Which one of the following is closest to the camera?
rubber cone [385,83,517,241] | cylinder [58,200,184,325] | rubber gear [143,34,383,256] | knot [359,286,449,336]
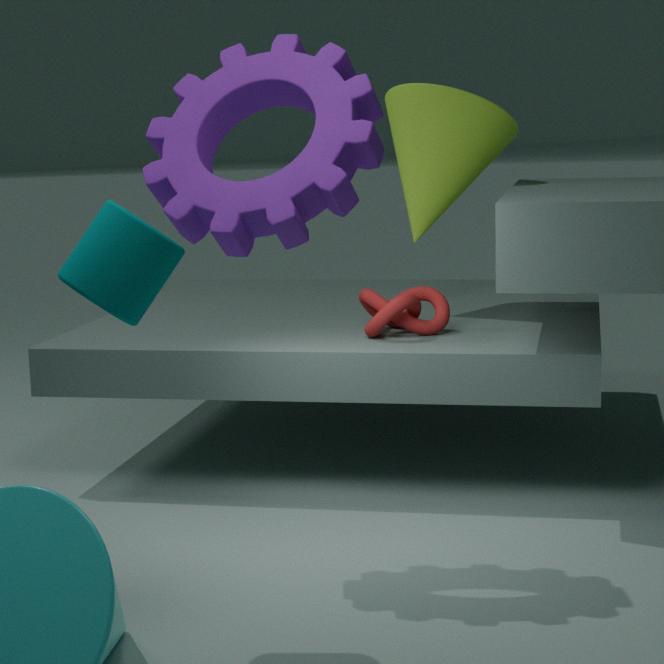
cylinder [58,200,184,325]
